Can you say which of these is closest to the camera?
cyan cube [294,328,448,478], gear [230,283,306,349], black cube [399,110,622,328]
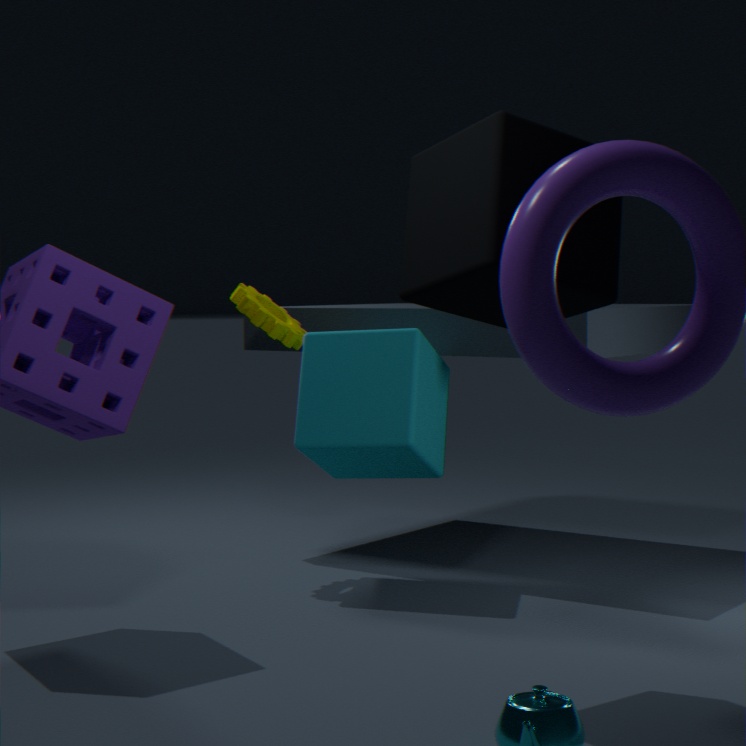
black cube [399,110,622,328]
